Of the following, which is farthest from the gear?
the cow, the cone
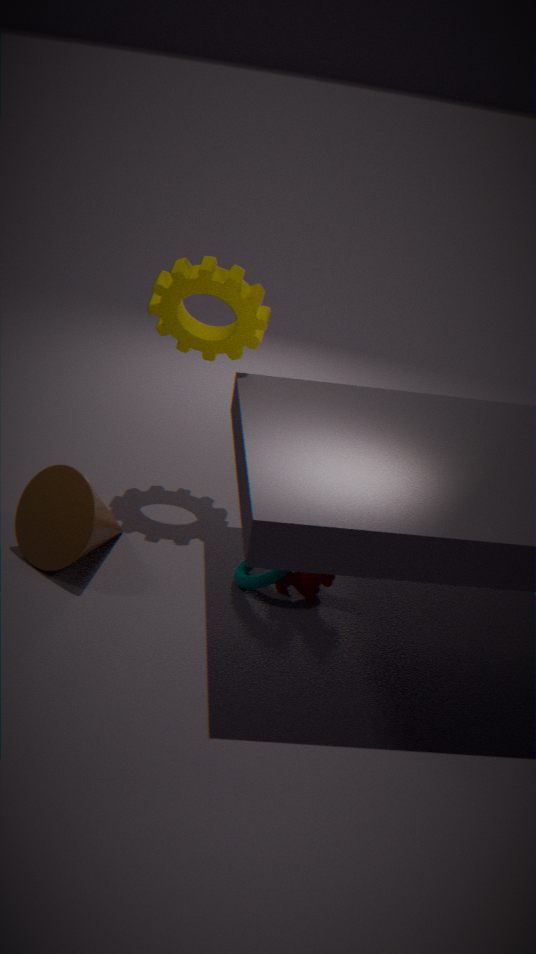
the cow
